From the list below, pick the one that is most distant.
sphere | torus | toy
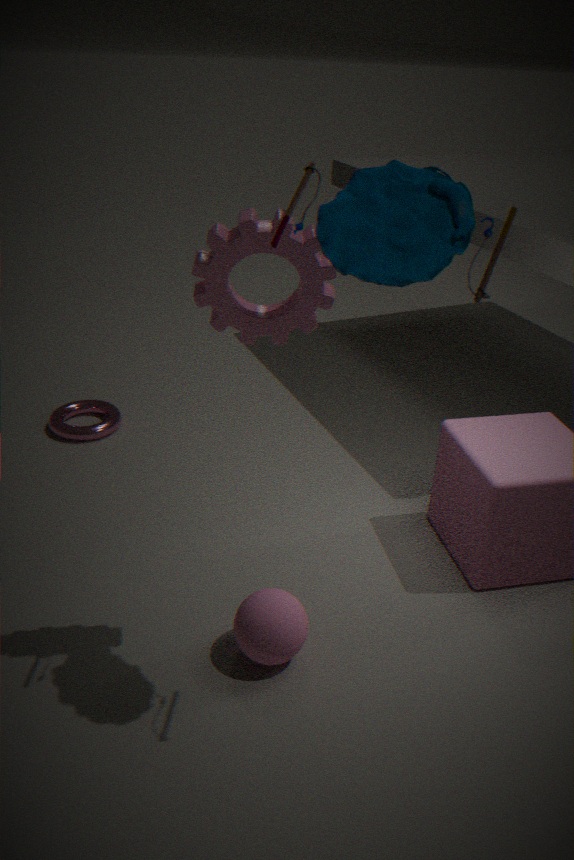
torus
